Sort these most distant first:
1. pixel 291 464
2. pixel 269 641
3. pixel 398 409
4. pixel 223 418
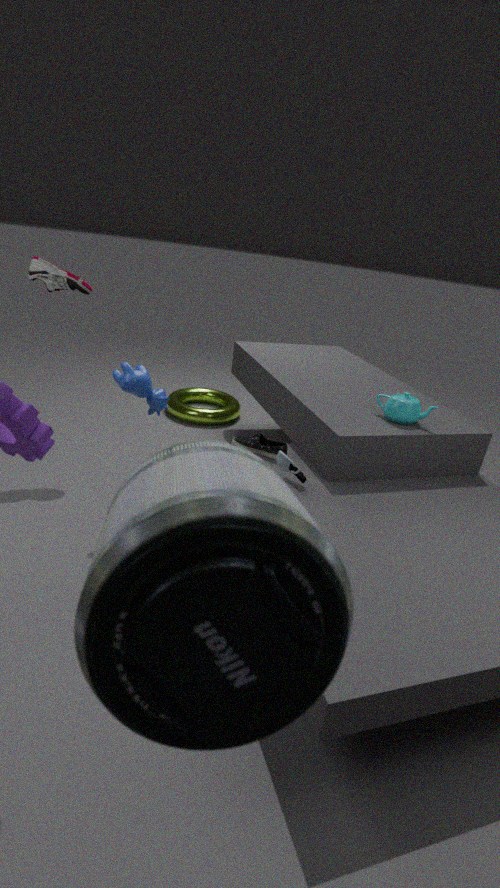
Answer: 1. pixel 223 418
2. pixel 398 409
3. pixel 291 464
4. pixel 269 641
